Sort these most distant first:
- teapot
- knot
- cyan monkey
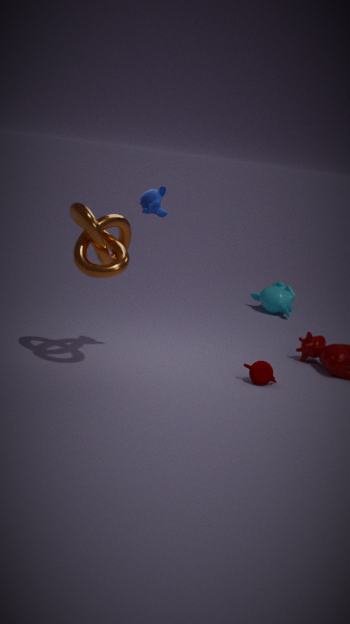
cyan monkey
teapot
knot
